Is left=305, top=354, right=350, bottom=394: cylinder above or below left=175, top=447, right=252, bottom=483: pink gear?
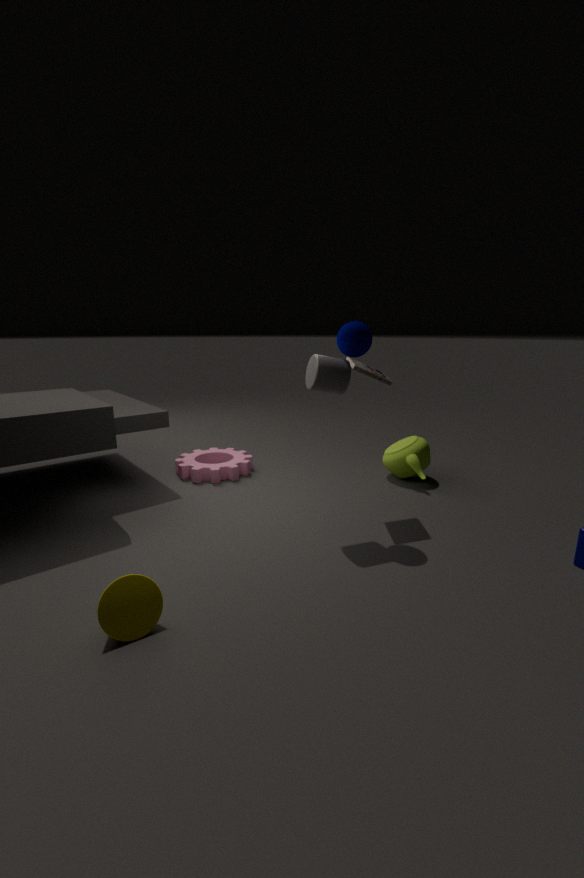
above
